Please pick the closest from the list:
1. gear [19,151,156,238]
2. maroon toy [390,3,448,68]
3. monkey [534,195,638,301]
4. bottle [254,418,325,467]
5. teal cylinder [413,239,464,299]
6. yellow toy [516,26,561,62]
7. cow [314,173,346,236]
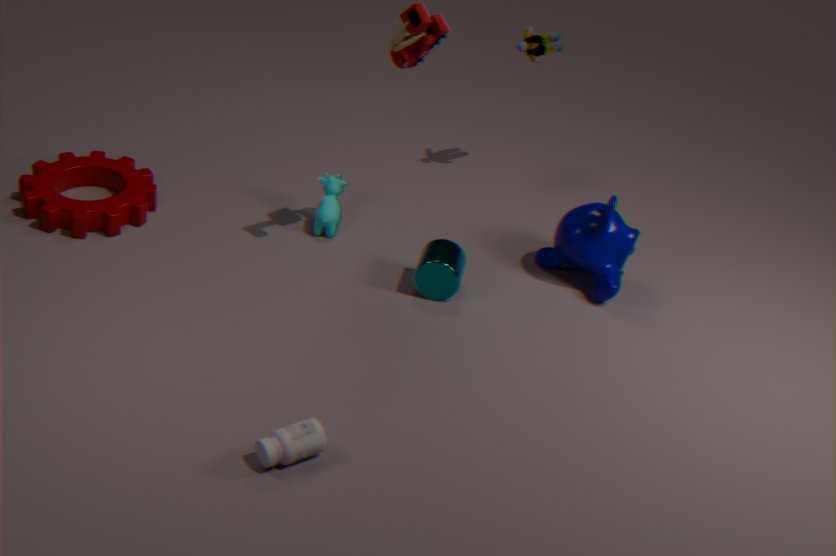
bottle [254,418,325,467]
